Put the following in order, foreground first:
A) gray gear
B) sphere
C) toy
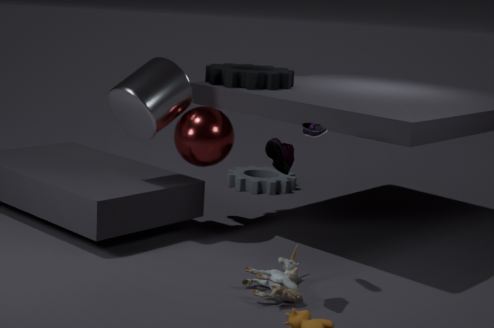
toy < sphere < gray gear
